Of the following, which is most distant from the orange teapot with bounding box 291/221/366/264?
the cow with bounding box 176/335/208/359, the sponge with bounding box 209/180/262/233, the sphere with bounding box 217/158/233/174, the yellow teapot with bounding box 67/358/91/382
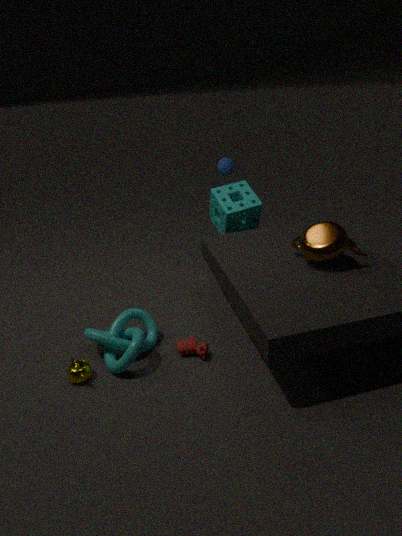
the yellow teapot with bounding box 67/358/91/382
